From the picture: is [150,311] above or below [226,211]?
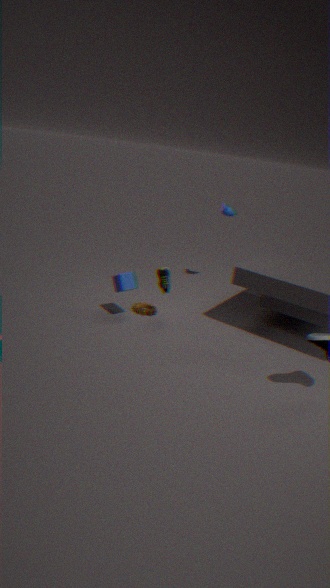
below
